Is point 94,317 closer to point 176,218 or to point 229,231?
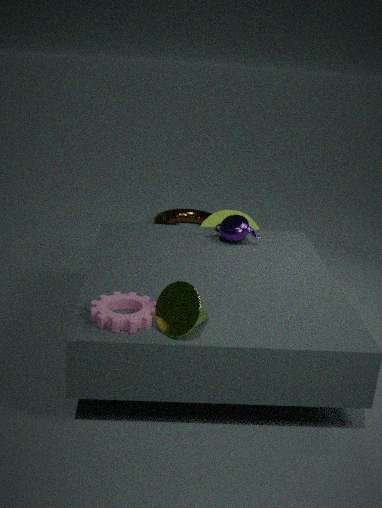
point 229,231
